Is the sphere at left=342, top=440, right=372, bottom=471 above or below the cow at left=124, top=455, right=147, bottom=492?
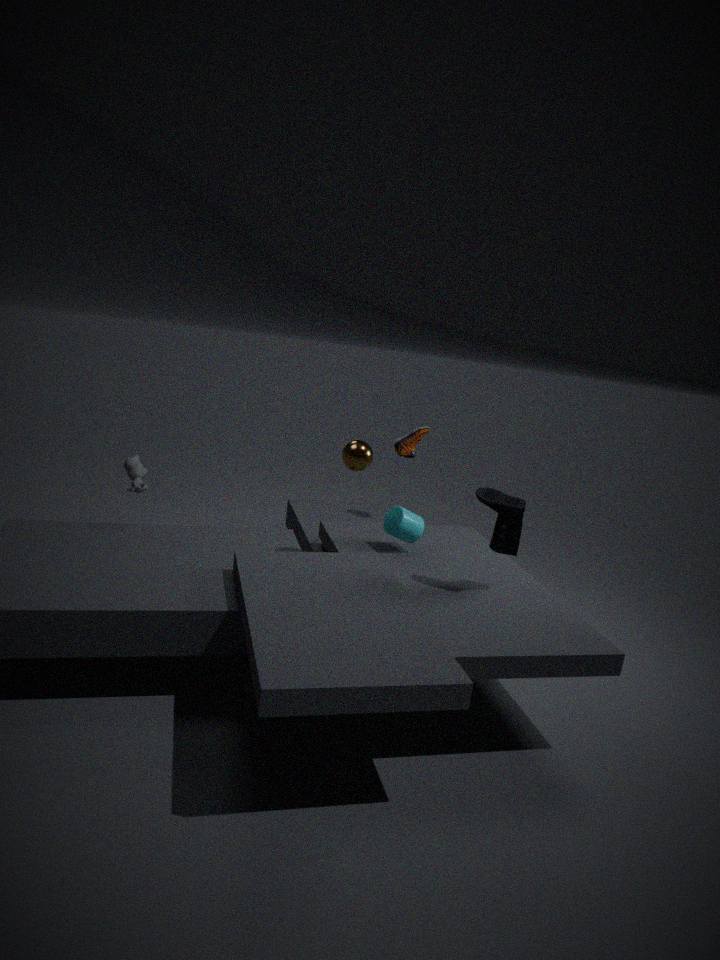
above
